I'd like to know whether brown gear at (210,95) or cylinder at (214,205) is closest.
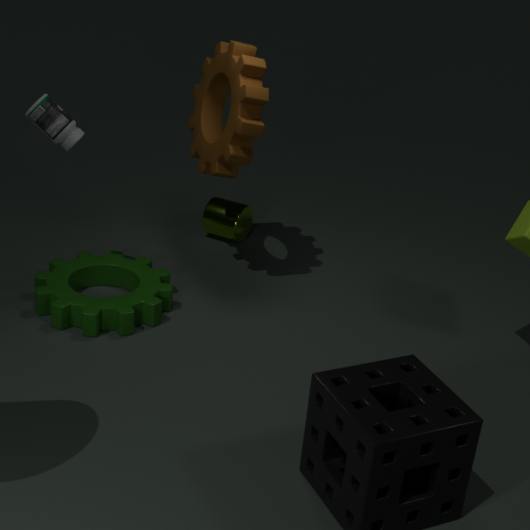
brown gear at (210,95)
